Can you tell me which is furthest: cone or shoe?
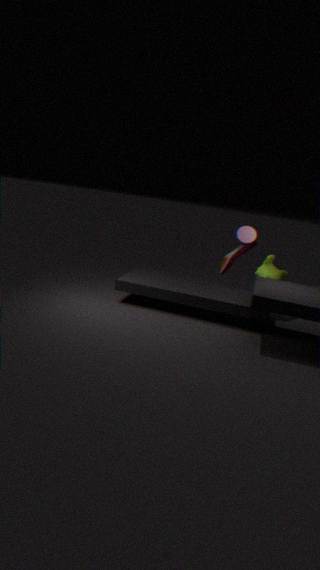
shoe
